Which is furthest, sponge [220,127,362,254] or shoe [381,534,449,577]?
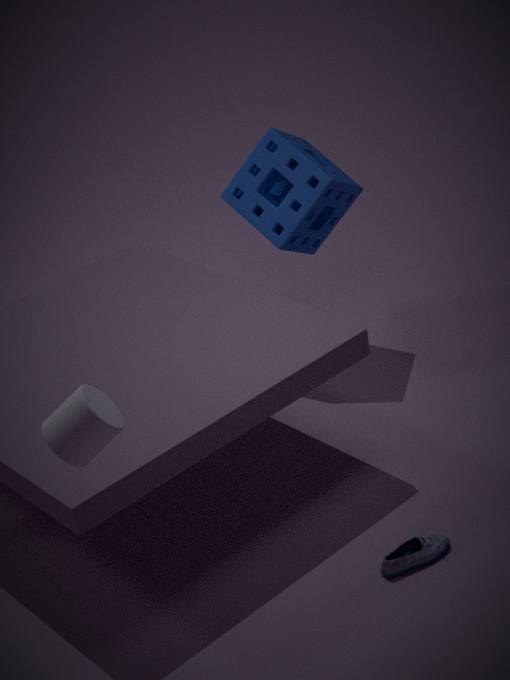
sponge [220,127,362,254]
